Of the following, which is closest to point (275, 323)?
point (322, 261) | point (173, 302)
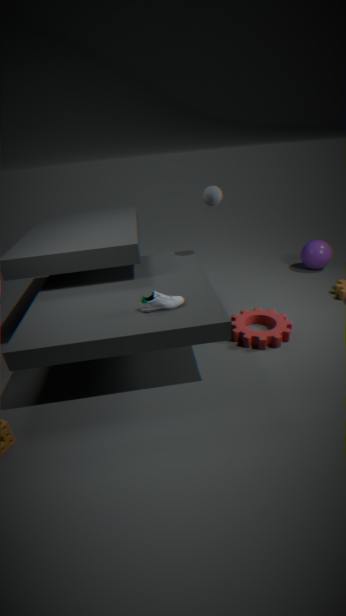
point (173, 302)
